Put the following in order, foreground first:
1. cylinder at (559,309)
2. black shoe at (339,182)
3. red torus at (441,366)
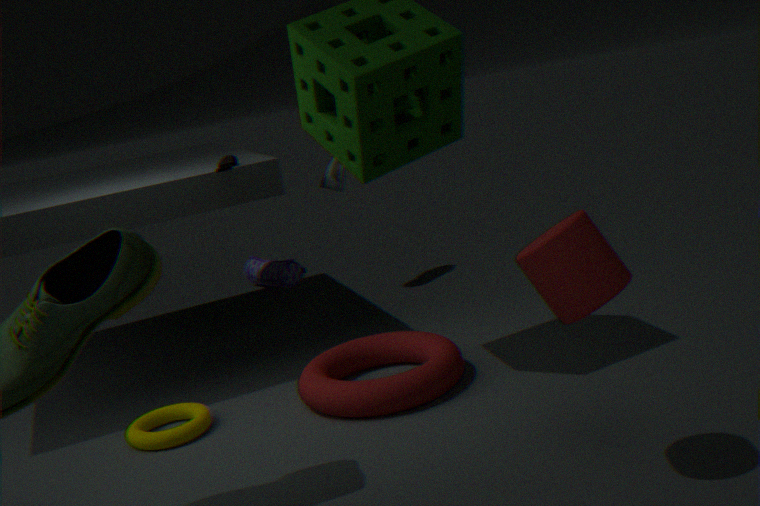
cylinder at (559,309) → red torus at (441,366) → black shoe at (339,182)
